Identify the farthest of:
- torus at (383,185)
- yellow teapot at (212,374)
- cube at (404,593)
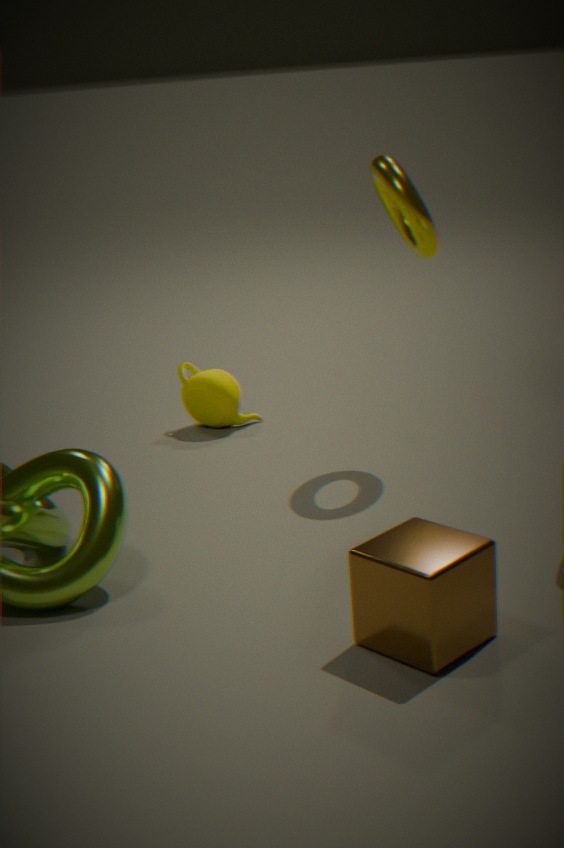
yellow teapot at (212,374)
